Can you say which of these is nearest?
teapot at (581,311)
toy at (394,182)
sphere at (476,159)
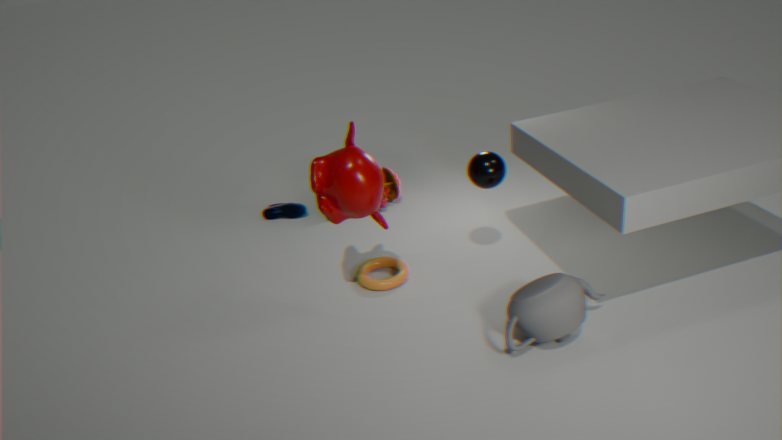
teapot at (581,311)
